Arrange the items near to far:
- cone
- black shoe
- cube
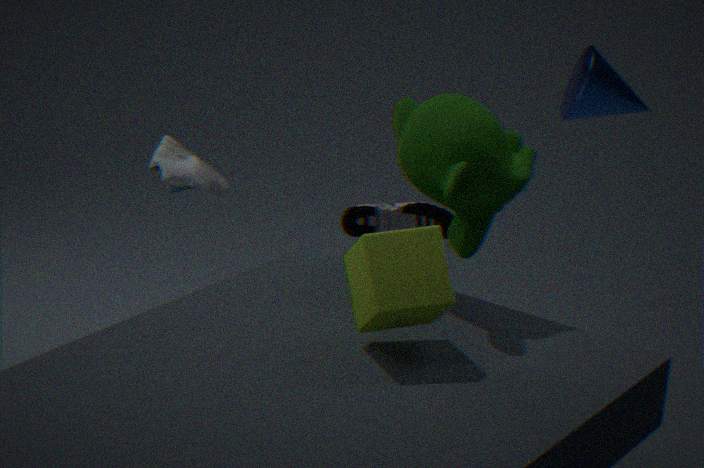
cube < cone < black shoe
